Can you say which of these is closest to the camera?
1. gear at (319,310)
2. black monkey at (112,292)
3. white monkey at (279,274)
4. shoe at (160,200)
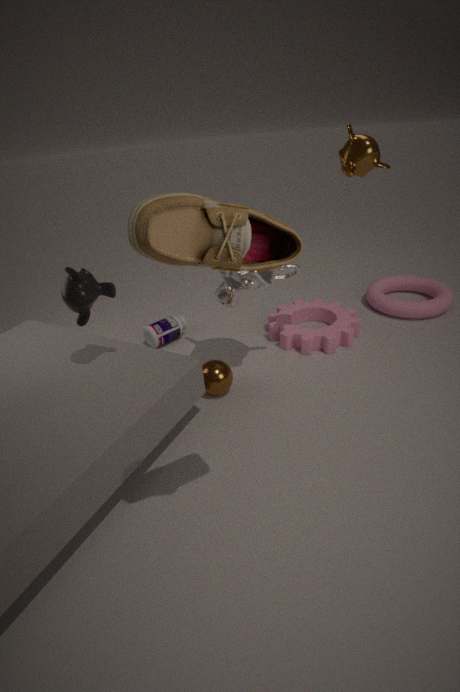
shoe at (160,200)
